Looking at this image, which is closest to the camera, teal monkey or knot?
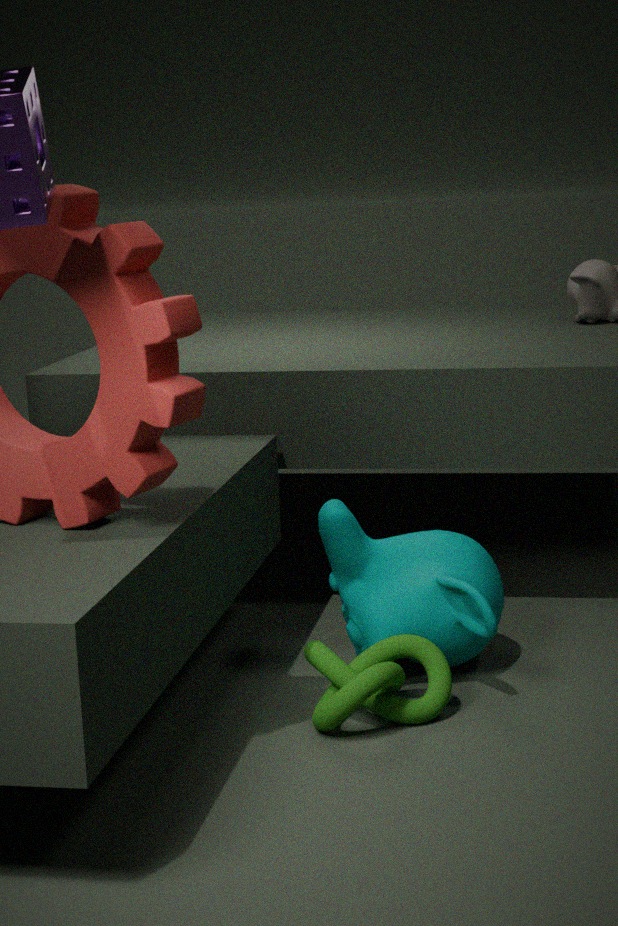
knot
